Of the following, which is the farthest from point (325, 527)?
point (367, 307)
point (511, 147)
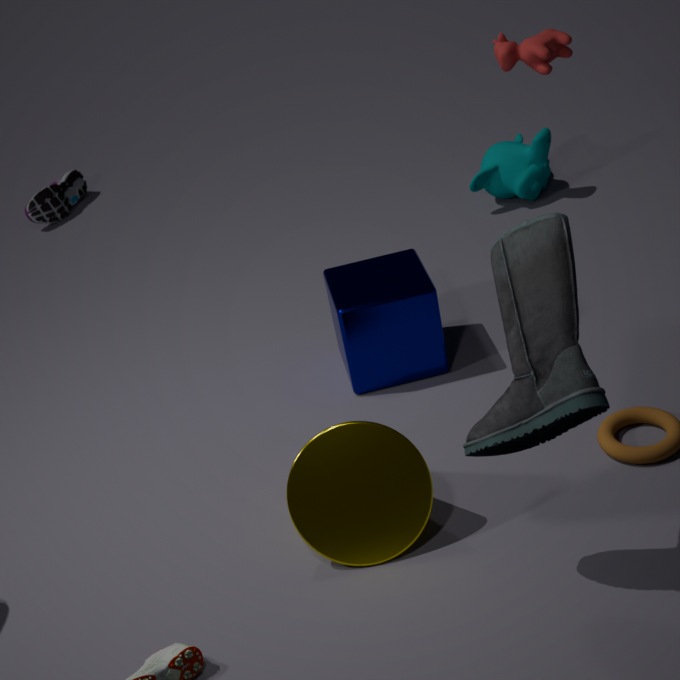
point (511, 147)
